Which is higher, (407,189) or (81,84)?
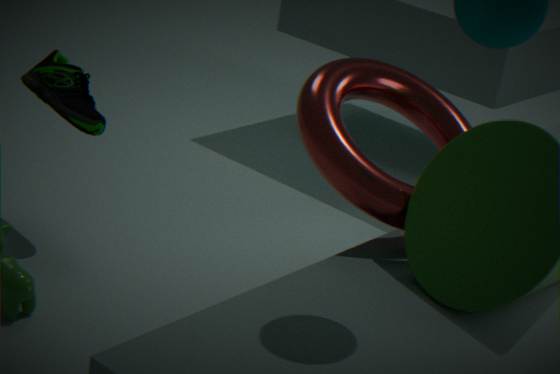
(407,189)
